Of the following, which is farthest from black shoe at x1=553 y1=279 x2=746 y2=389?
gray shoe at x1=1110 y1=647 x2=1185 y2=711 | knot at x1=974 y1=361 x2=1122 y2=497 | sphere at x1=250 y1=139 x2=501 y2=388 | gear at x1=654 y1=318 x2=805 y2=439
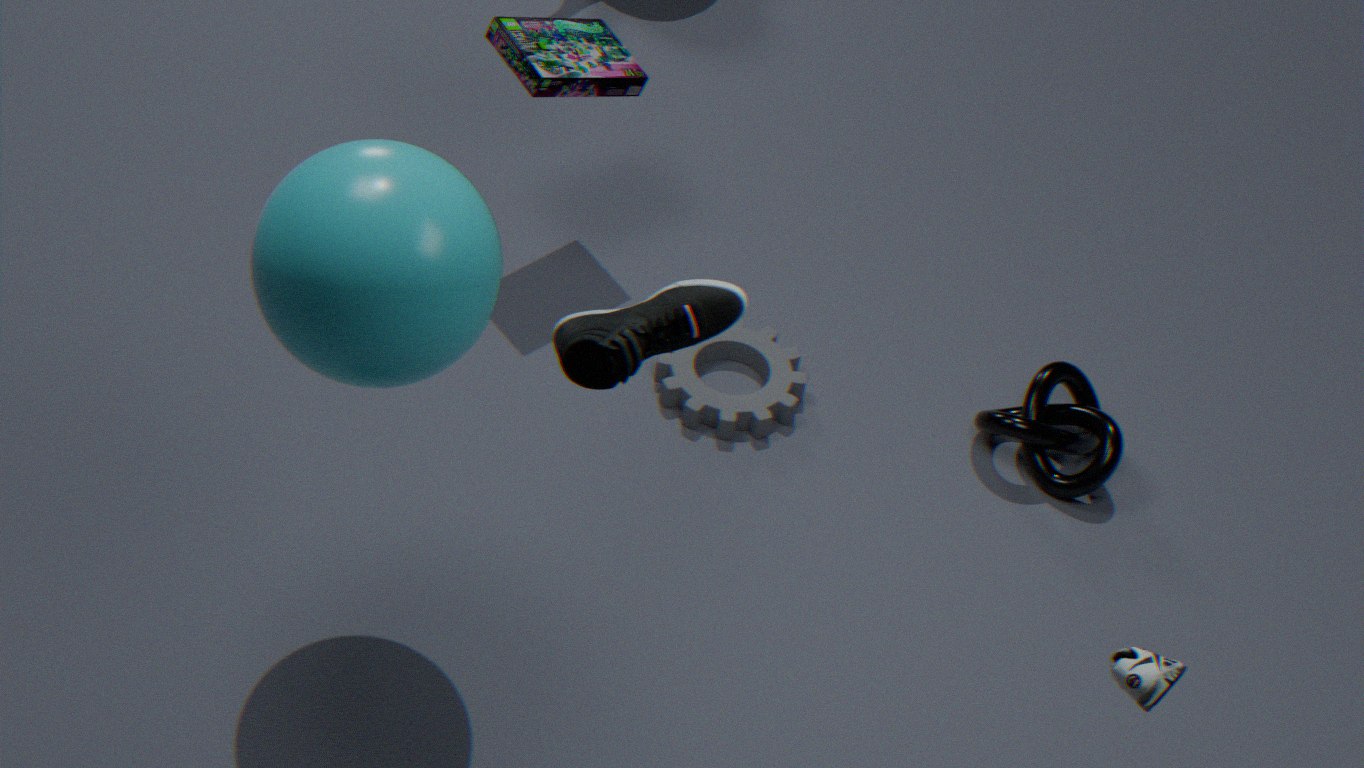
knot at x1=974 y1=361 x2=1122 y2=497
